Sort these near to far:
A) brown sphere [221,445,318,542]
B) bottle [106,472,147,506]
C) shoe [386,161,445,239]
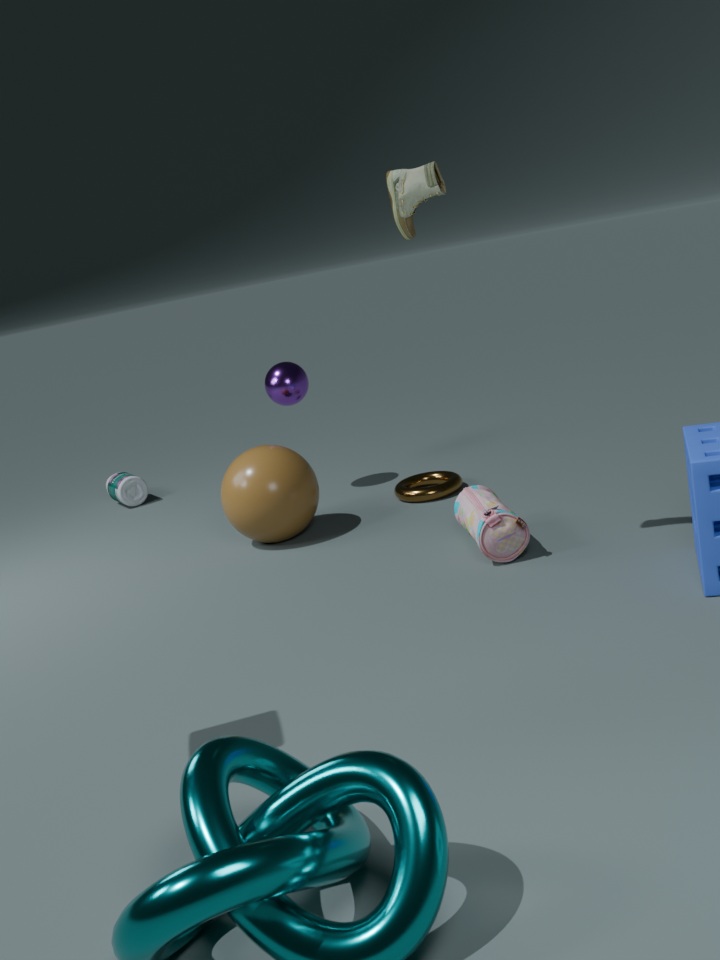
shoe [386,161,445,239]
brown sphere [221,445,318,542]
bottle [106,472,147,506]
